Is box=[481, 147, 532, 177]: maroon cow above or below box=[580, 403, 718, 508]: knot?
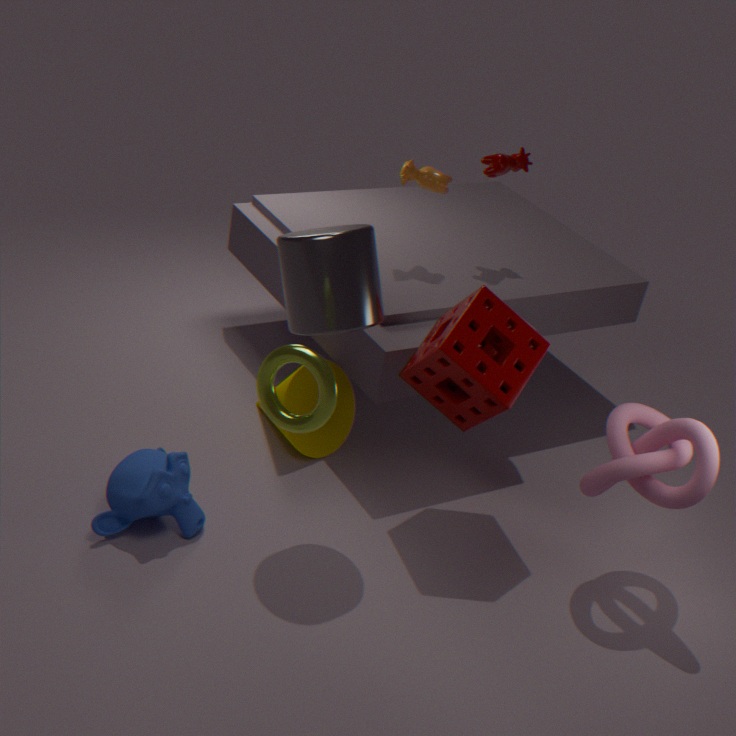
above
